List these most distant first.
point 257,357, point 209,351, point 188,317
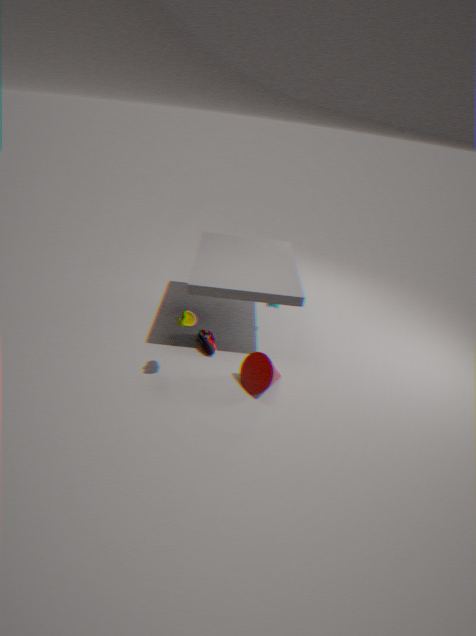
point 209,351, point 257,357, point 188,317
